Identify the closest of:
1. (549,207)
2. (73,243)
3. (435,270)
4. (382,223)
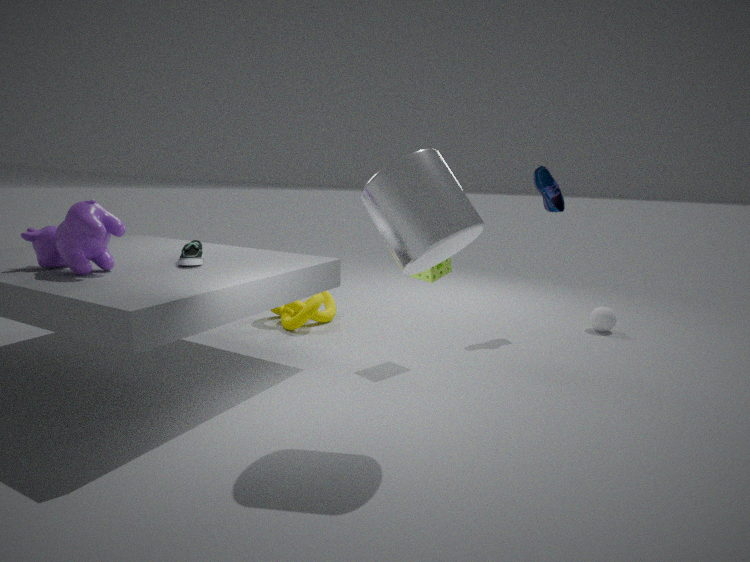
(382,223)
